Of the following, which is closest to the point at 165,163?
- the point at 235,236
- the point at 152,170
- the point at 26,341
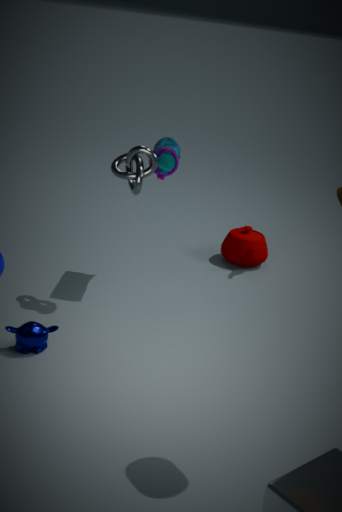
the point at 152,170
